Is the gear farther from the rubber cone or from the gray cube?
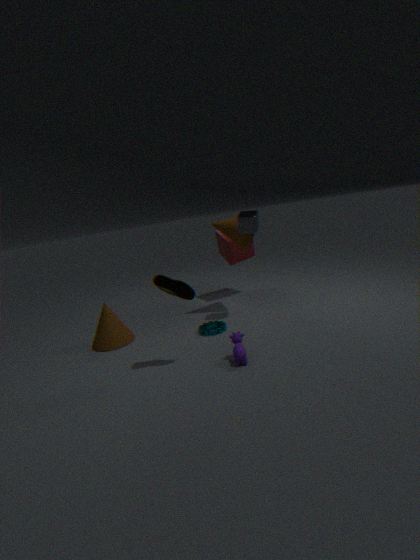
the gray cube
